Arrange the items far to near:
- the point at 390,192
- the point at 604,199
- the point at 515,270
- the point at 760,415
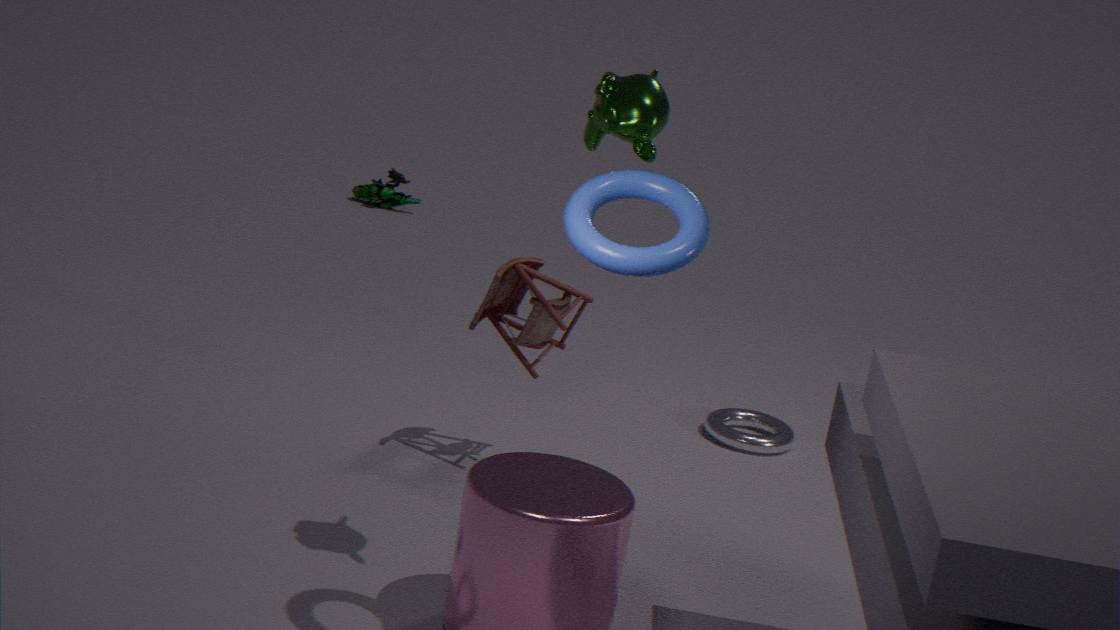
the point at 390,192
the point at 760,415
the point at 515,270
the point at 604,199
